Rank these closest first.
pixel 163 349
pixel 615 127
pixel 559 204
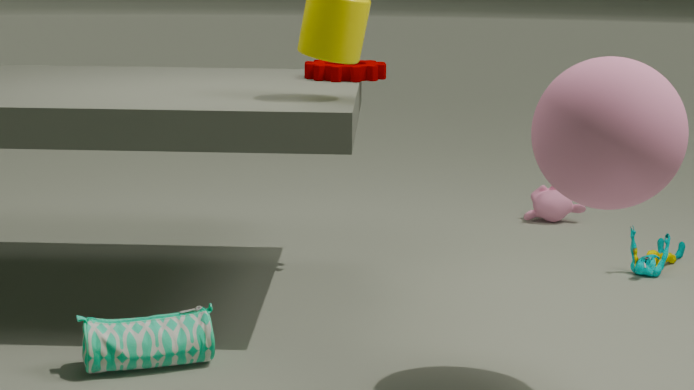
pixel 615 127 < pixel 163 349 < pixel 559 204
